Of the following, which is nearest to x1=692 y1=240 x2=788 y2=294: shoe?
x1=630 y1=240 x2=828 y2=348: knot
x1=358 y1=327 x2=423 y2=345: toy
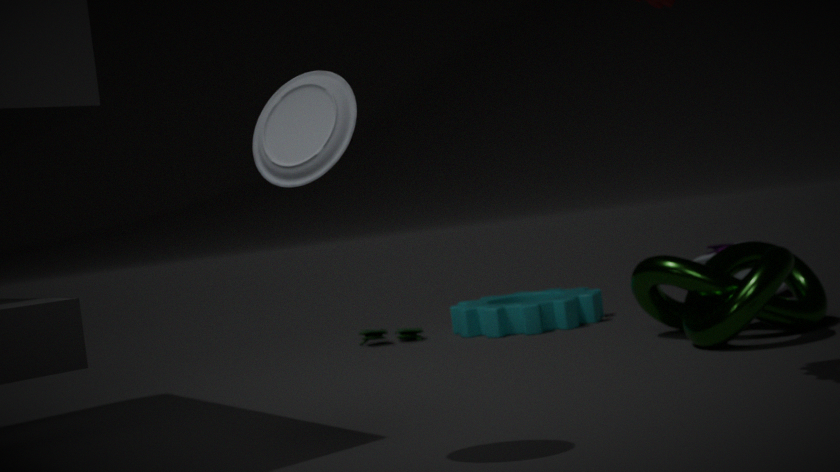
x1=630 y1=240 x2=828 y2=348: knot
